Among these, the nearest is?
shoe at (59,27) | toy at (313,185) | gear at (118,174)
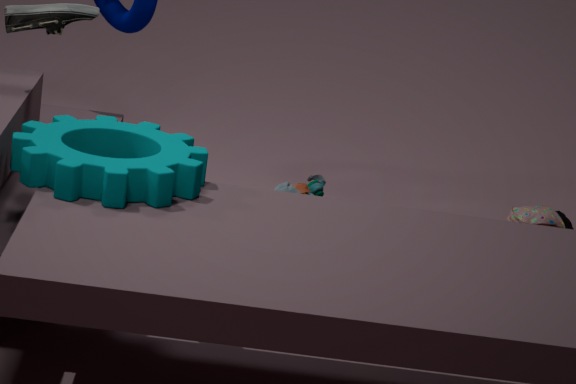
gear at (118,174)
